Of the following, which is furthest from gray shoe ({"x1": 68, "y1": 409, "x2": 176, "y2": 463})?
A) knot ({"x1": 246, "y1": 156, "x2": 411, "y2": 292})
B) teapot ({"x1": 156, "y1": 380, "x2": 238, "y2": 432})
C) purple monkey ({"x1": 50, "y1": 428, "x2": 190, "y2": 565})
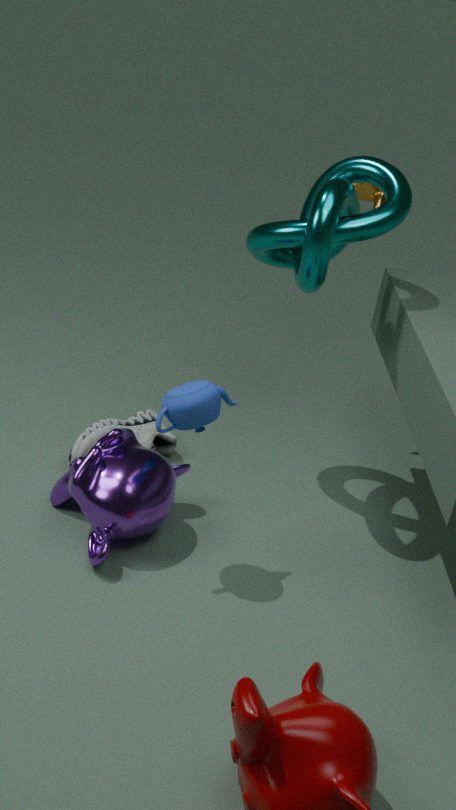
knot ({"x1": 246, "y1": 156, "x2": 411, "y2": 292})
